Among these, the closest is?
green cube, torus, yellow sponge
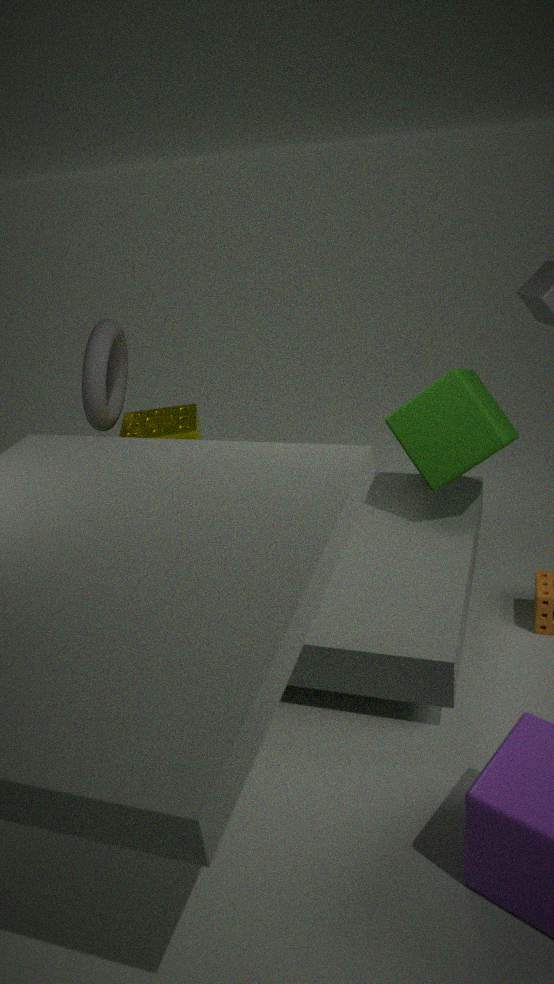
green cube
